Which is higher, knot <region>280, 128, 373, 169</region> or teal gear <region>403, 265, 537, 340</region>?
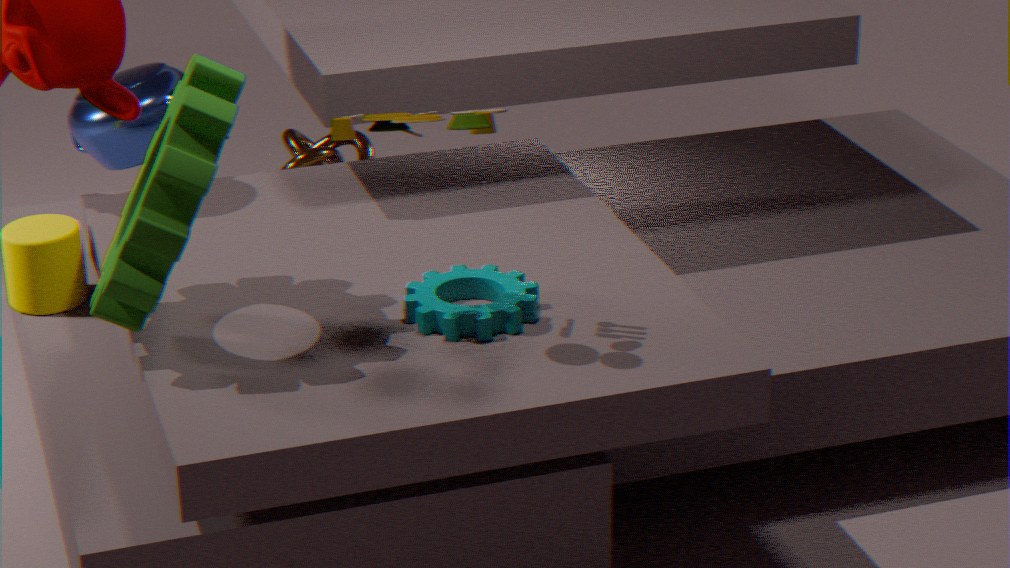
teal gear <region>403, 265, 537, 340</region>
